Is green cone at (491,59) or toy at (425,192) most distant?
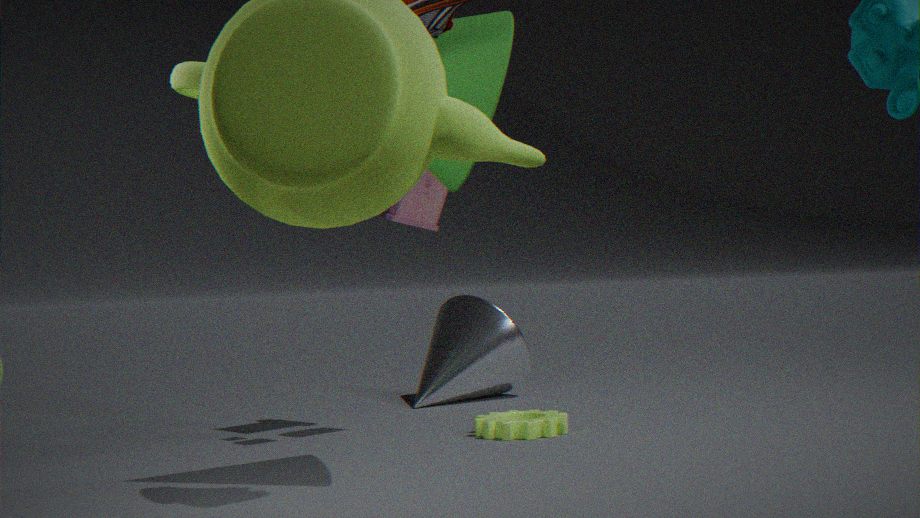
toy at (425,192)
